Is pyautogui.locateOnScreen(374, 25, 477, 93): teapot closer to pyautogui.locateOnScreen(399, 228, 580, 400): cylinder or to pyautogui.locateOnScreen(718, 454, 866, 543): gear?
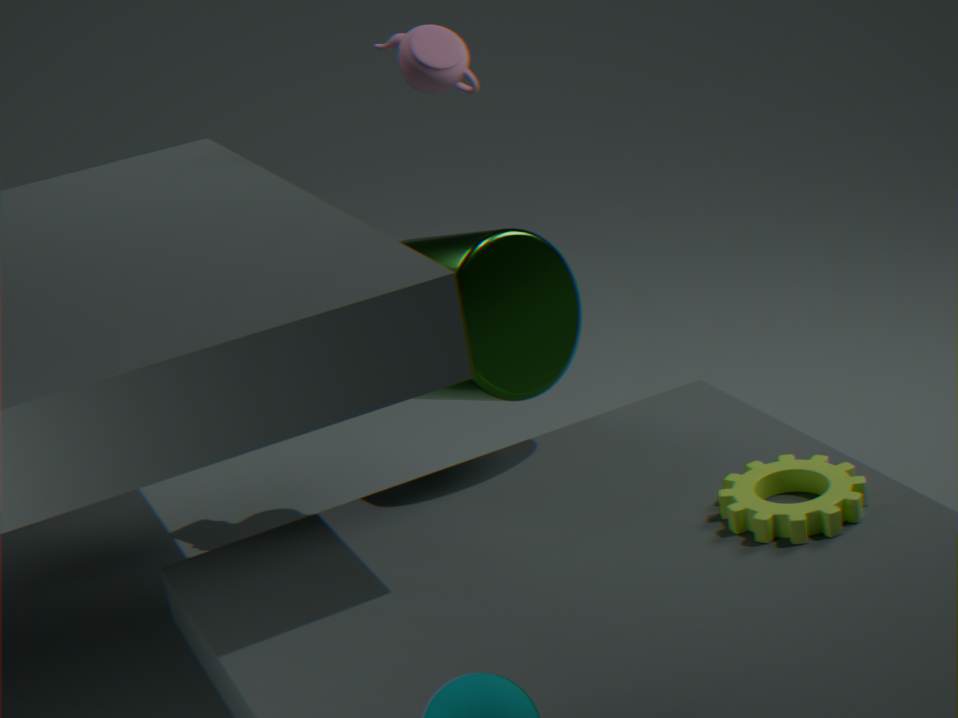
pyautogui.locateOnScreen(399, 228, 580, 400): cylinder
